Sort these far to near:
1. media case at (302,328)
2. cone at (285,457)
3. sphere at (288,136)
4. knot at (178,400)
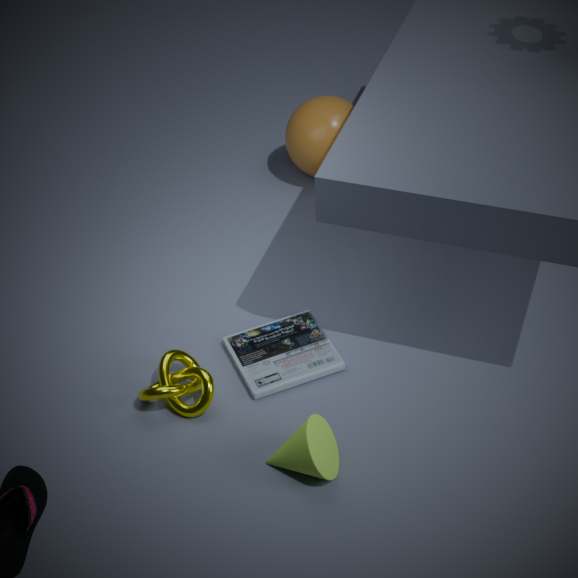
sphere at (288,136)
media case at (302,328)
knot at (178,400)
cone at (285,457)
